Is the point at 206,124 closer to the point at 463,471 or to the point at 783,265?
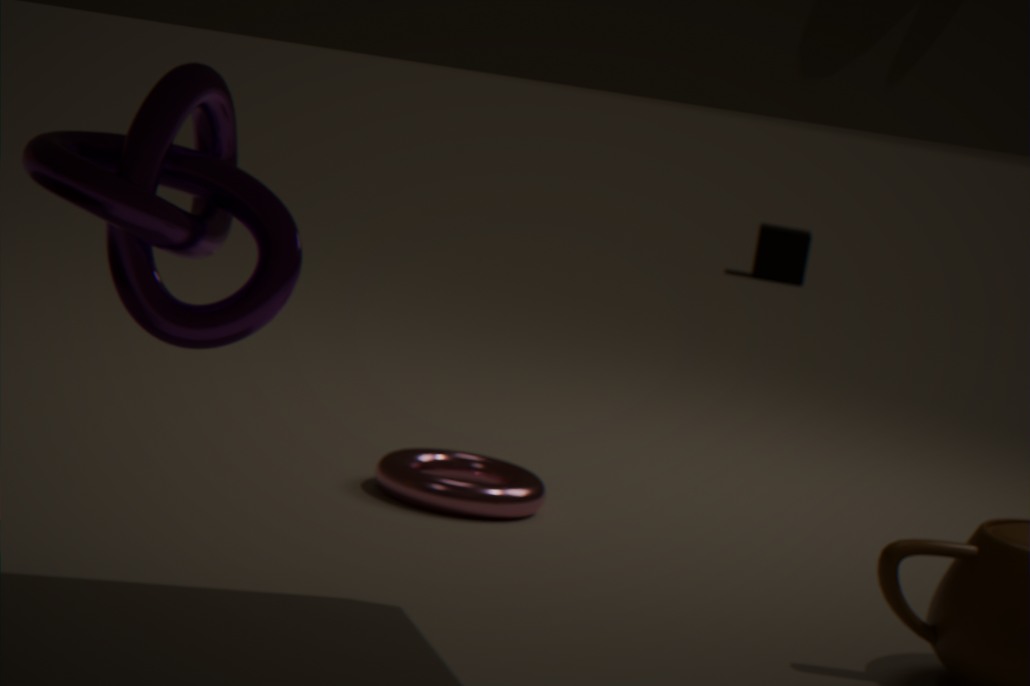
the point at 463,471
